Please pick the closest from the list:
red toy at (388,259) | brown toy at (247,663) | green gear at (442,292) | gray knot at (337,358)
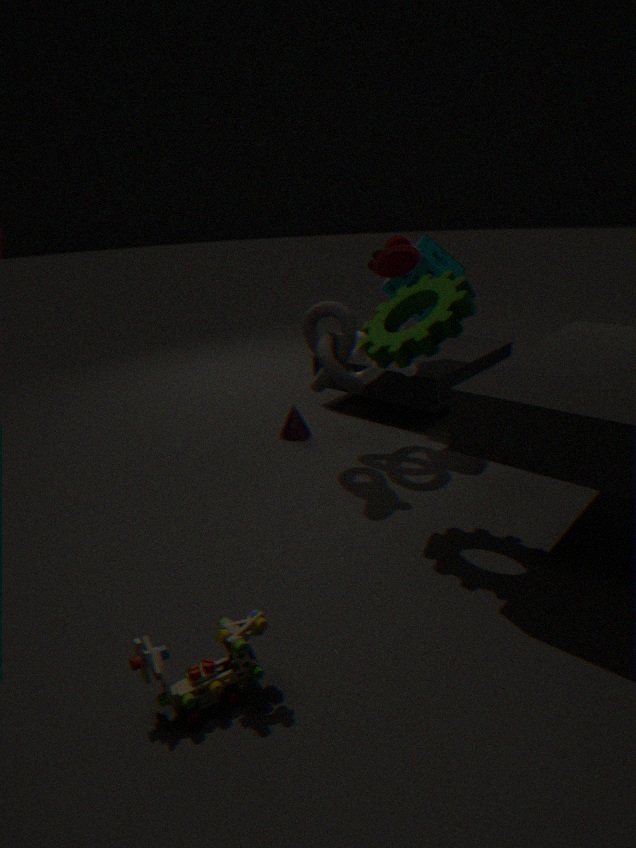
brown toy at (247,663)
